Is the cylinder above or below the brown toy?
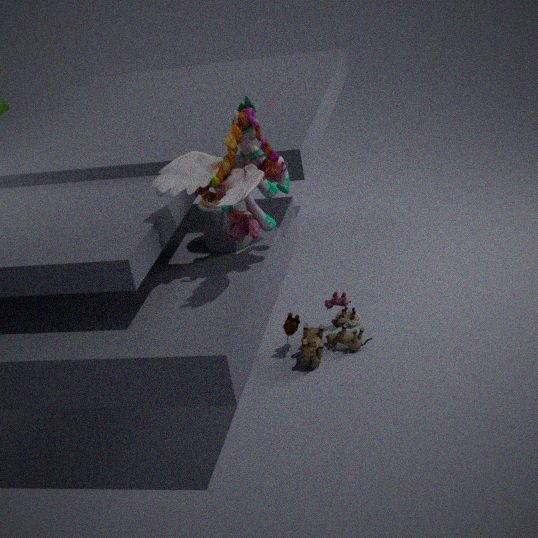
above
